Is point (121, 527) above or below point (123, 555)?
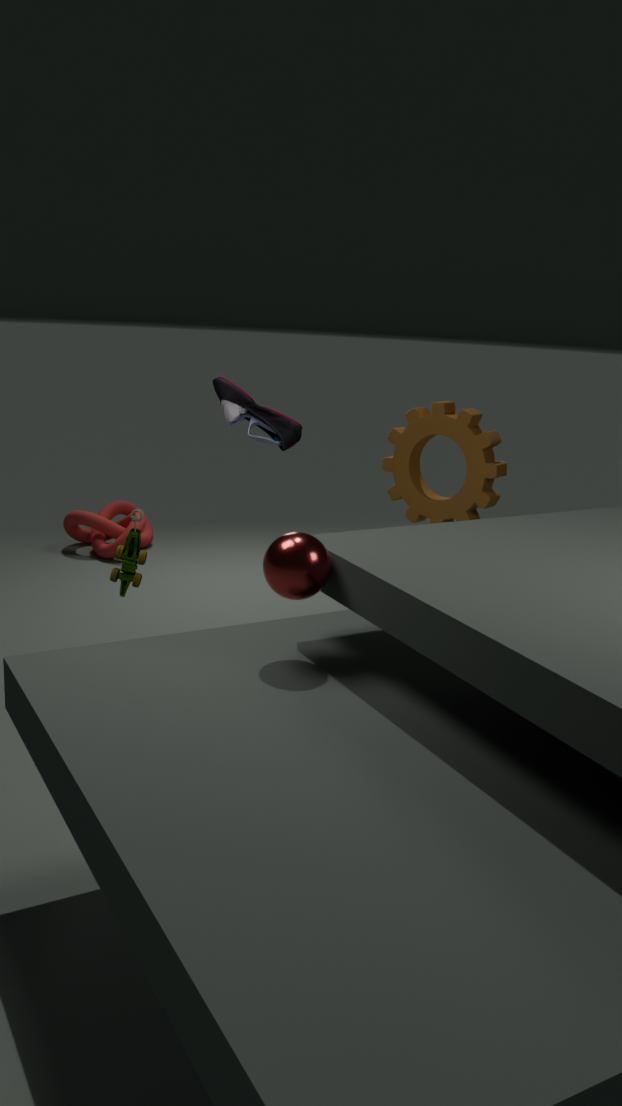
below
